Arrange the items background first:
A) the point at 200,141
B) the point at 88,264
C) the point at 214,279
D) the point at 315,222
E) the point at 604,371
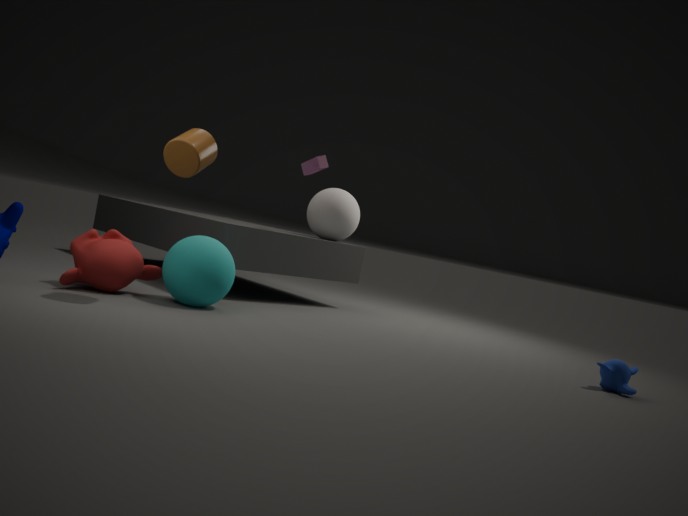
the point at 315,222 → the point at 604,371 → the point at 214,279 → the point at 88,264 → the point at 200,141
